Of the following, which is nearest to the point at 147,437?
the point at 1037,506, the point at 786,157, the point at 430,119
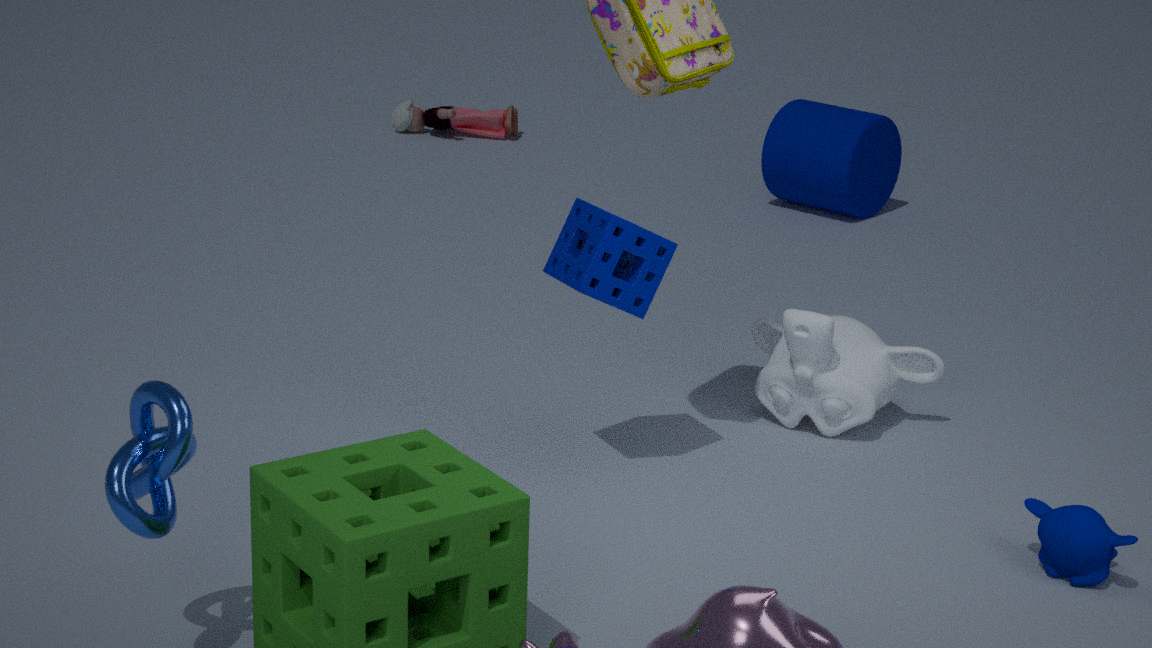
the point at 1037,506
